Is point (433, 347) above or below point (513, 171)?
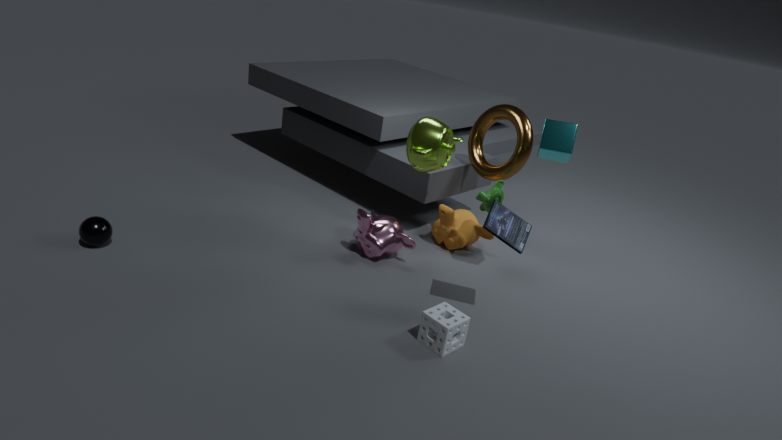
below
